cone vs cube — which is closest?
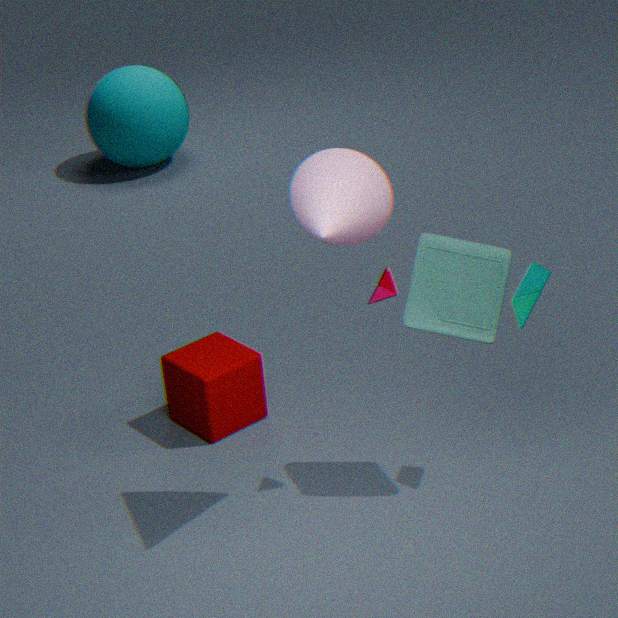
cone
